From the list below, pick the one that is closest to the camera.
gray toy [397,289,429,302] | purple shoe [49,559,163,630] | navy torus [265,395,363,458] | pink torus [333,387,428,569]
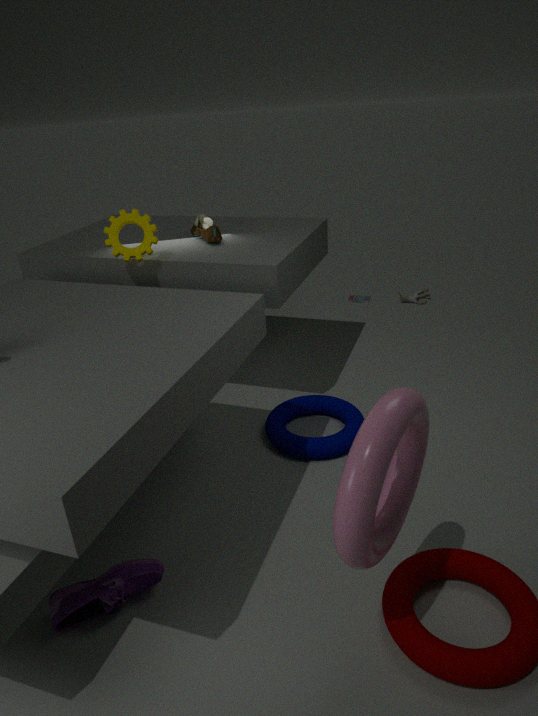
pink torus [333,387,428,569]
